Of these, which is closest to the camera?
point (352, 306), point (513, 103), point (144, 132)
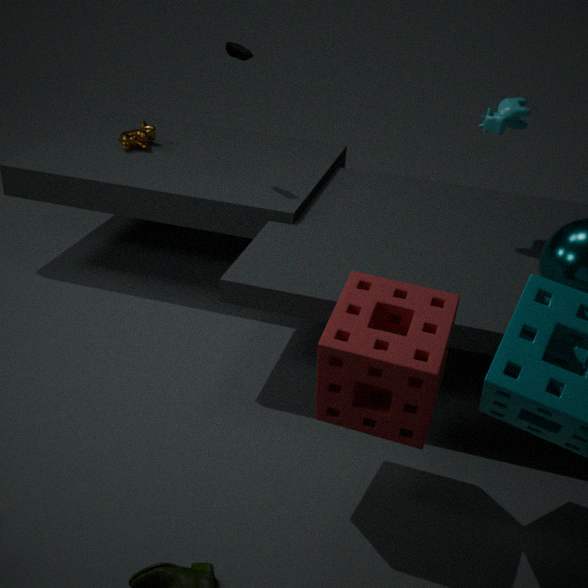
point (352, 306)
